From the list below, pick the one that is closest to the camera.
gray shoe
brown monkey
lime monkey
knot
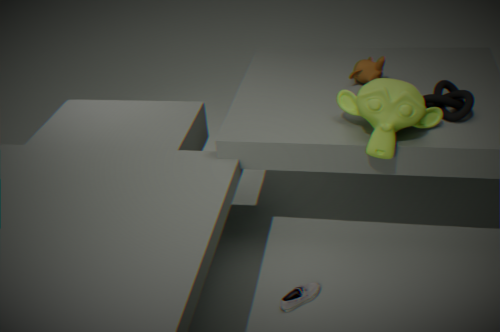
lime monkey
